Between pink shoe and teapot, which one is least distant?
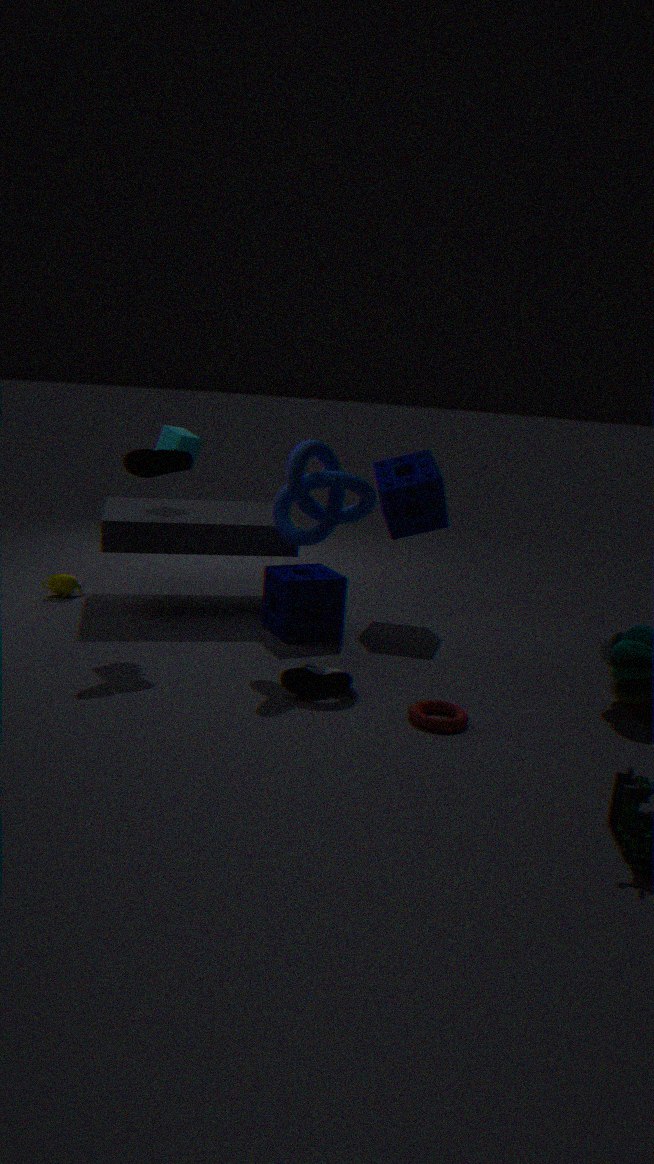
pink shoe
